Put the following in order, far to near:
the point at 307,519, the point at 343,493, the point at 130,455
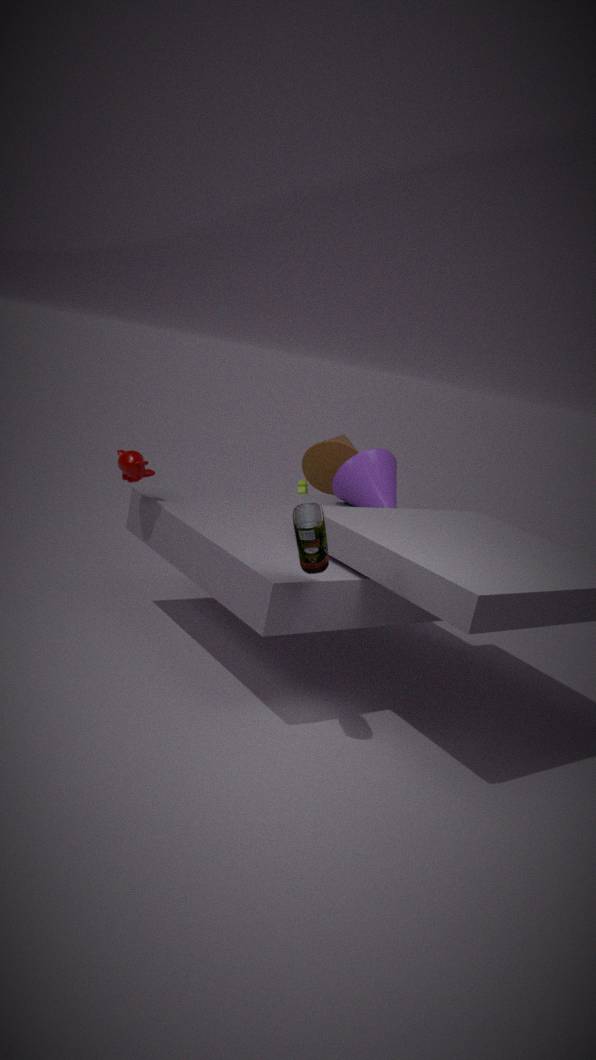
the point at 343,493 < the point at 130,455 < the point at 307,519
